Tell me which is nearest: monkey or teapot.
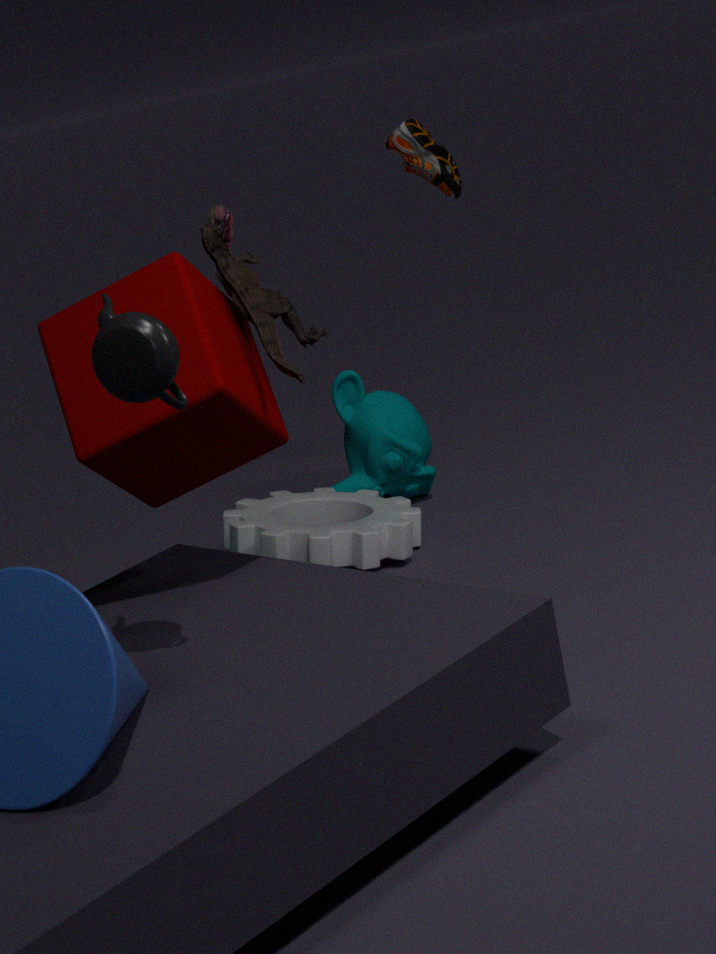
teapot
